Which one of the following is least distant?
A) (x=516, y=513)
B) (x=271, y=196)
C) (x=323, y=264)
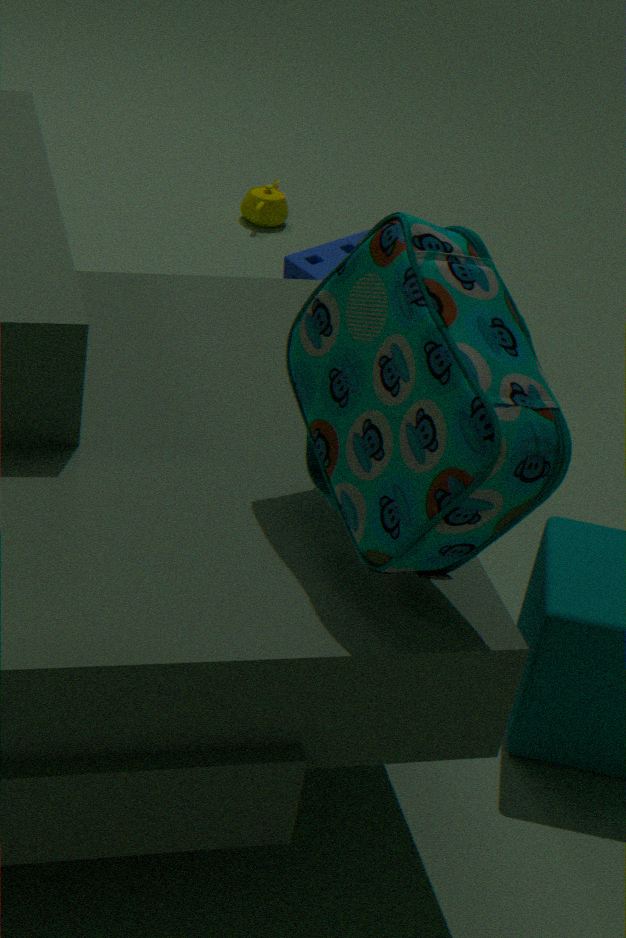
(x=516, y=513)
